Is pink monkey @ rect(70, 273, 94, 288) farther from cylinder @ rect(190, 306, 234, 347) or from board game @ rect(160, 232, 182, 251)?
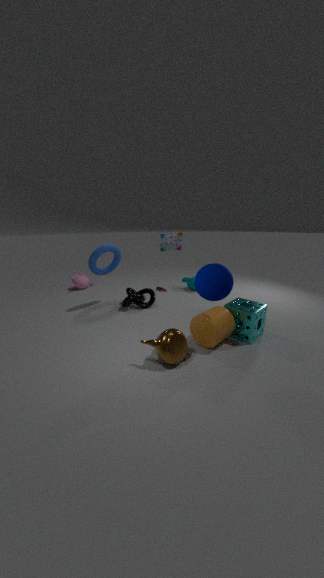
cylinder @ rect(190, 306, 234, 347)
